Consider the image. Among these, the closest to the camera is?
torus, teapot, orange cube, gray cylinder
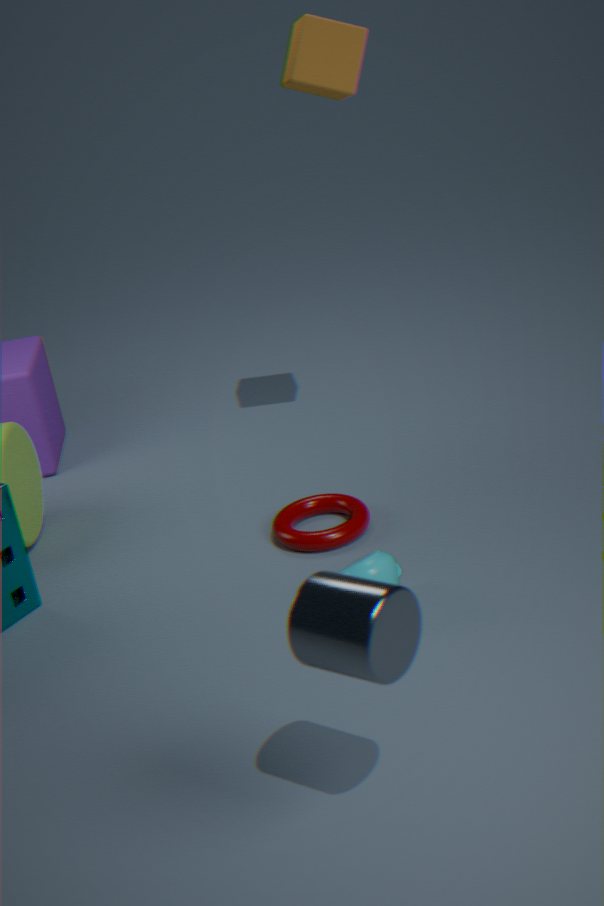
gray cylinder
